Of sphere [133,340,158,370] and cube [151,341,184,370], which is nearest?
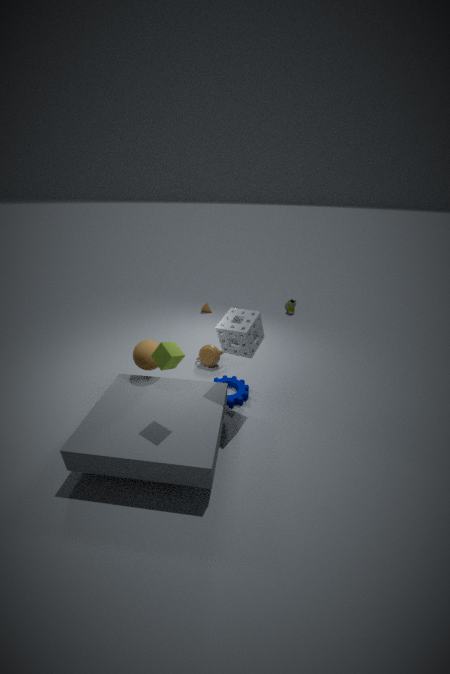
cube [151,341,184,370]
